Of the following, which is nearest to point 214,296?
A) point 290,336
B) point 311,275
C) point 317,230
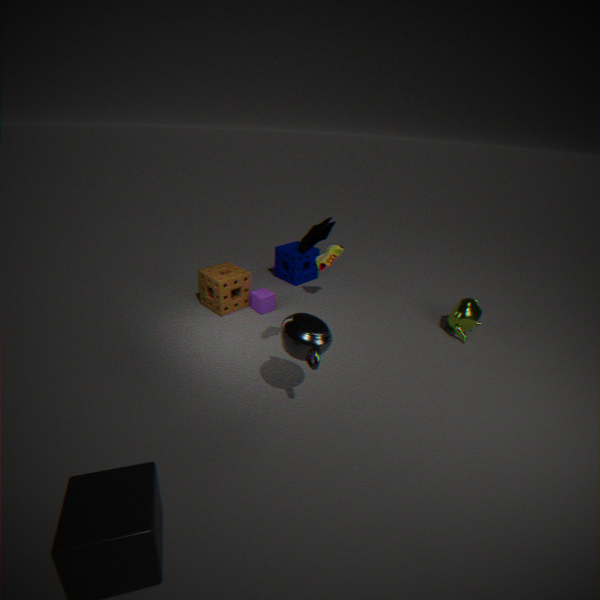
point 311,275
